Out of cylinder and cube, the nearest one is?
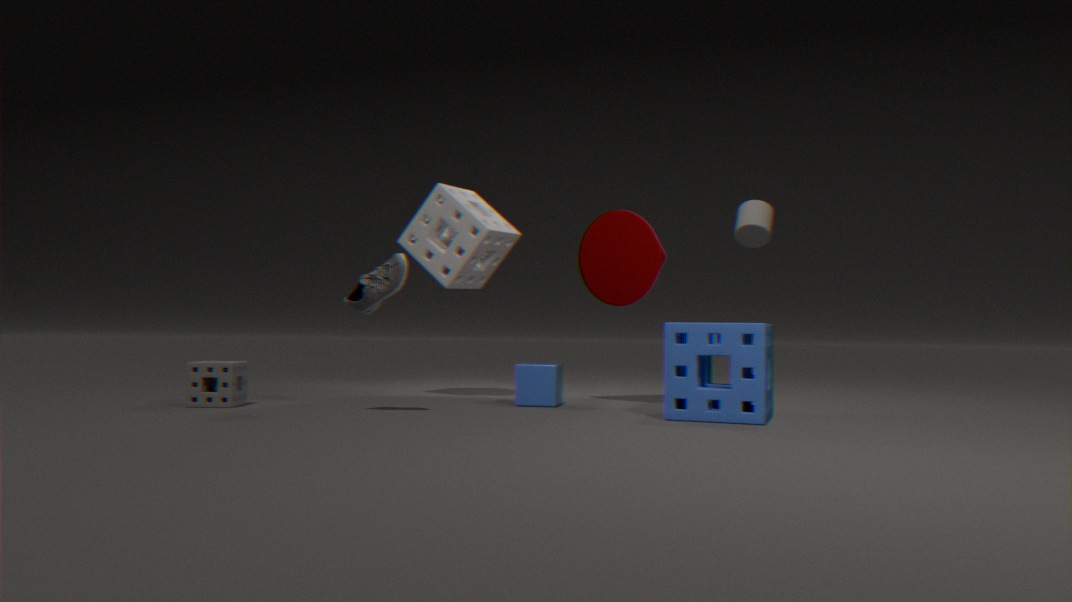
cube
